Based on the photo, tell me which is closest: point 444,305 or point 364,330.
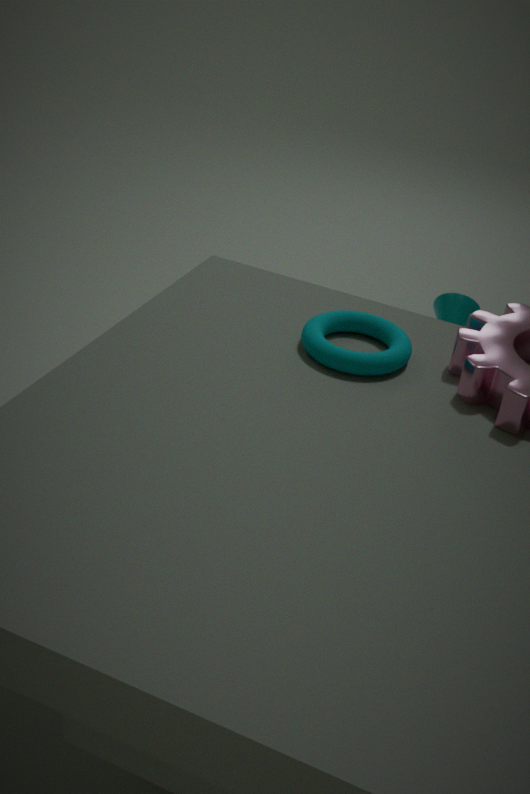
point 364,330
